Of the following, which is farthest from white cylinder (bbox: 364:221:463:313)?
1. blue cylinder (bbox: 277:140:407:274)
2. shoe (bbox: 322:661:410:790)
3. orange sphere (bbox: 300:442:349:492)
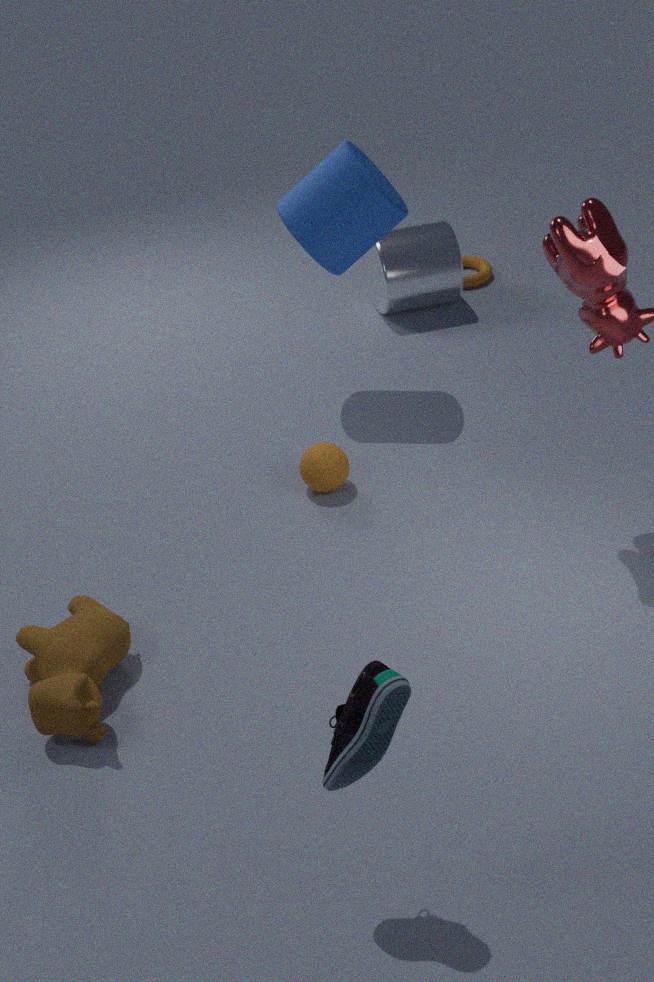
shoe (bbox: 322:661:410:790)
